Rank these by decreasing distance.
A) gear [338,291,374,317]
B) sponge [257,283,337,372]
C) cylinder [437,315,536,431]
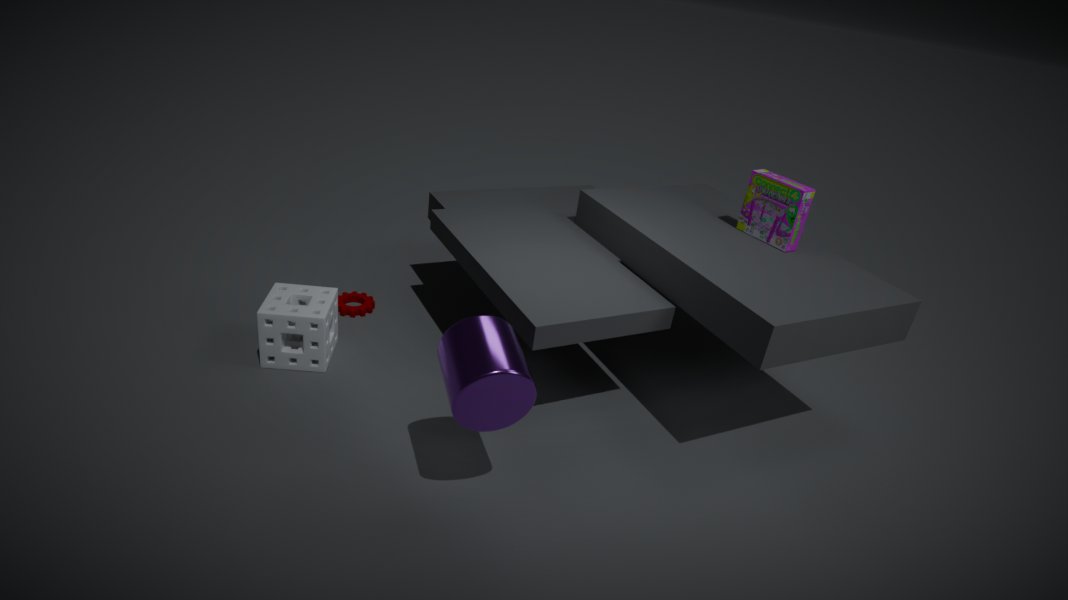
gear [338,291,374,317] < sponge [257,283,337,372] < cylinder [437,315,536,431]
